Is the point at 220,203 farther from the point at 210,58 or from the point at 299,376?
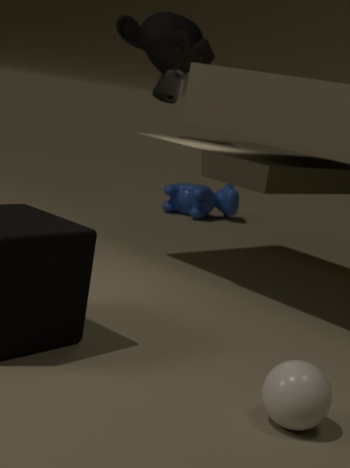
the point at 299,376
